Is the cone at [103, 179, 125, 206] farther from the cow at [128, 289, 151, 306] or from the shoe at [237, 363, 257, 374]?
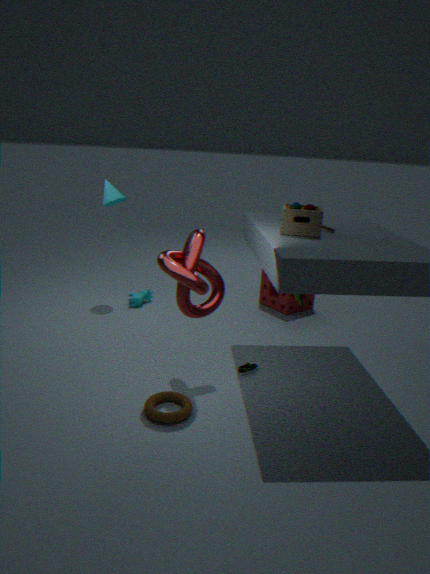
the shoe at [237, 363, 257, 374]
